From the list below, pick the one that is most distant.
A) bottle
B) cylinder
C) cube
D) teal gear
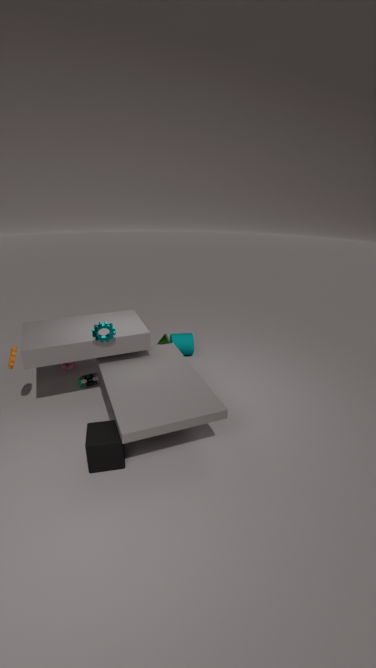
cylinder
